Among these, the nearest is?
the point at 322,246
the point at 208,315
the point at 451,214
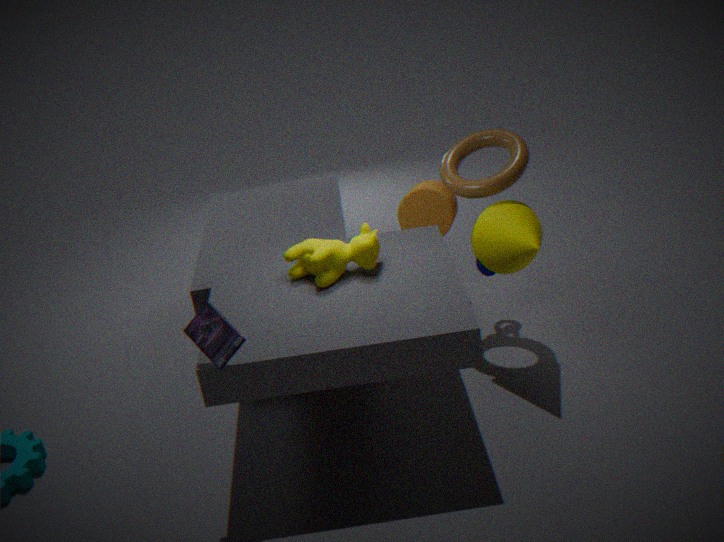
the point at 208,315
